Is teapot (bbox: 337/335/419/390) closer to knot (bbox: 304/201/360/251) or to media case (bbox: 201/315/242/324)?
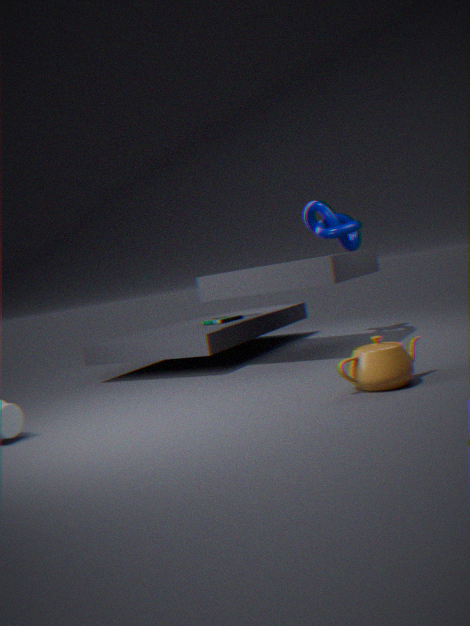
knot (bbox: 304/201/360/251)
